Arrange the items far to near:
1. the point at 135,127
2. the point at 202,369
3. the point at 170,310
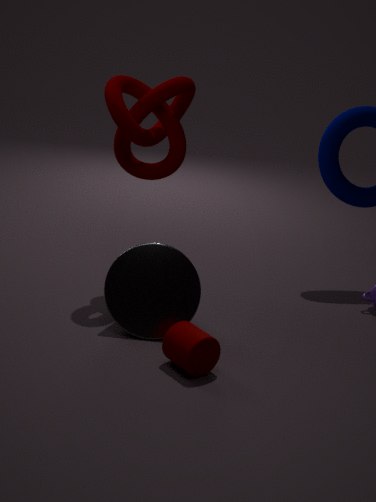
the point at 135,127 → the point at 170,310 → the point at 202,369
